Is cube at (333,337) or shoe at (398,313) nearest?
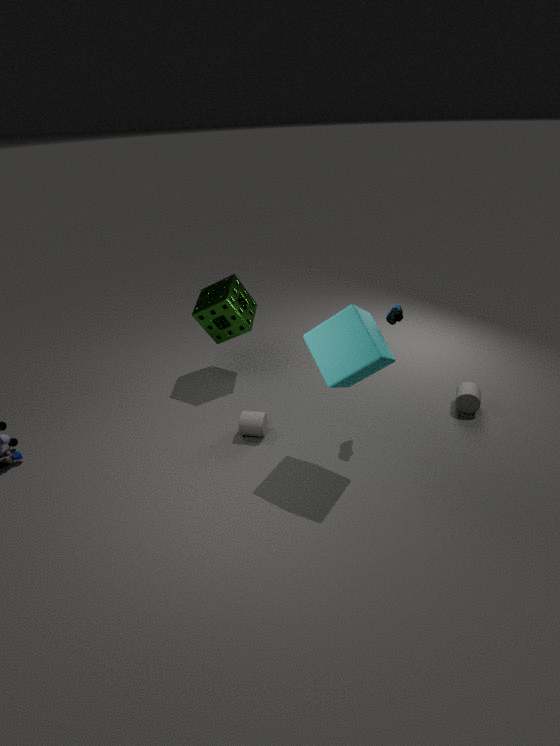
cube at (333,337)
